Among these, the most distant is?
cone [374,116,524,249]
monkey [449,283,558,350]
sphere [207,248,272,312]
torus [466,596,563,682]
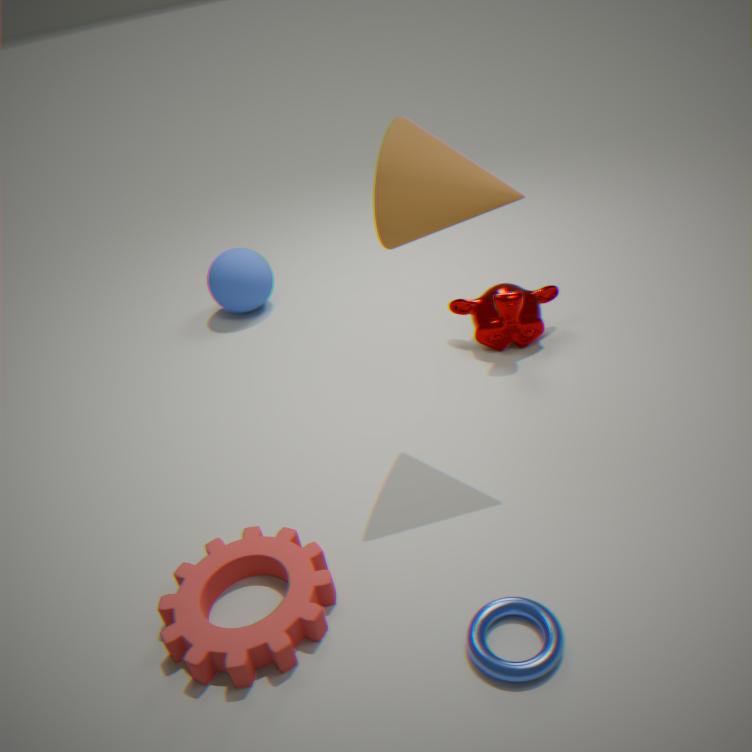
sphere [207,248,272,312]
